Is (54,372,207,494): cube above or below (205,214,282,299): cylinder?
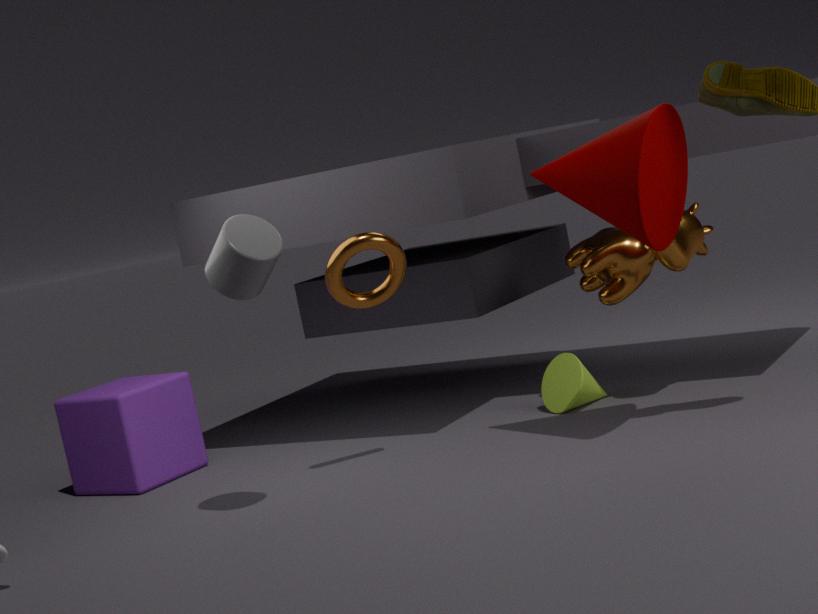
below
